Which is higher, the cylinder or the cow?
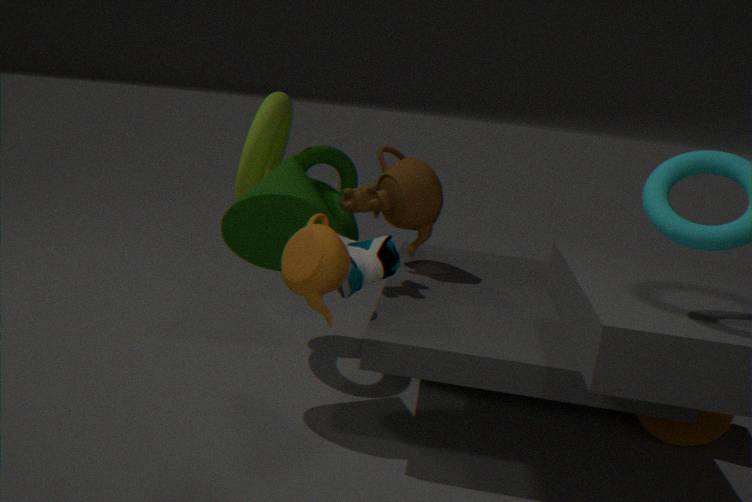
the cow
